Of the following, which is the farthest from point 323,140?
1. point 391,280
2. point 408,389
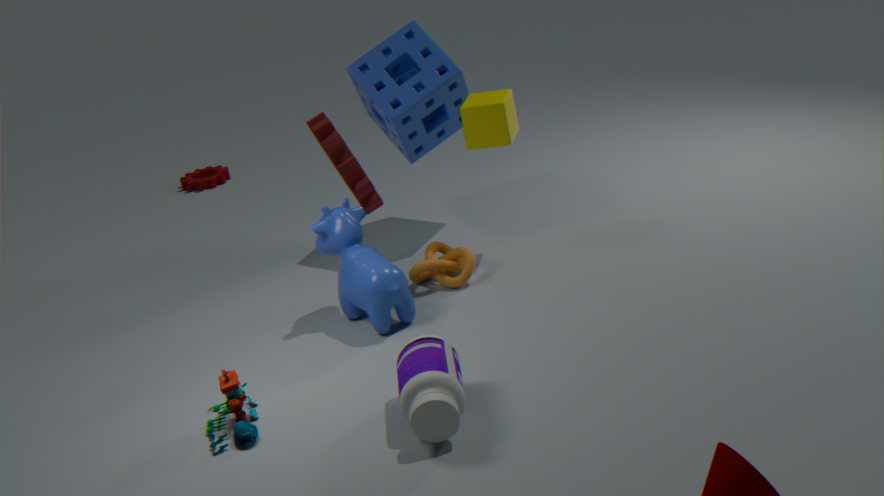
point 391,280
